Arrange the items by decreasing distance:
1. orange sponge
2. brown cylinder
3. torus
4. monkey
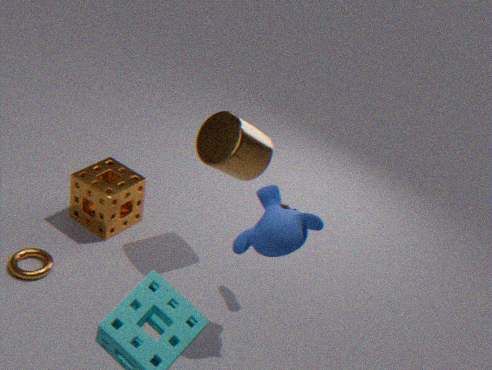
1. orange sponge
2. torus
3. brown cylinder
4. monkey
